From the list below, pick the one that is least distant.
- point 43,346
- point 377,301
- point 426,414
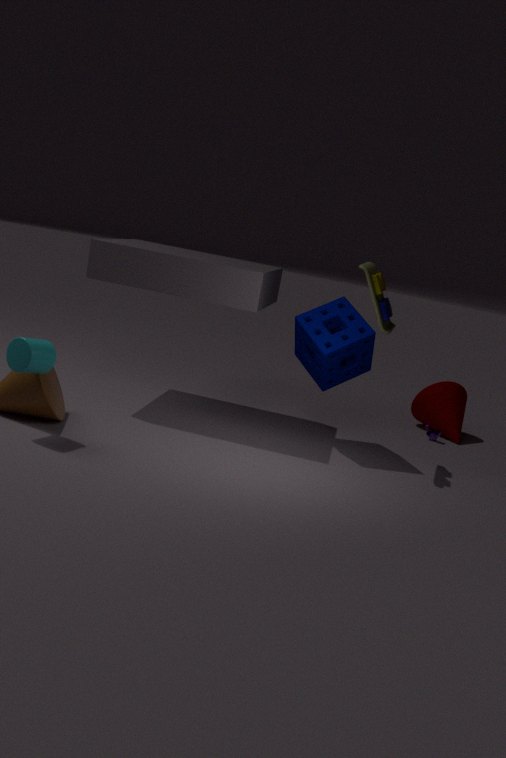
point 43,346
